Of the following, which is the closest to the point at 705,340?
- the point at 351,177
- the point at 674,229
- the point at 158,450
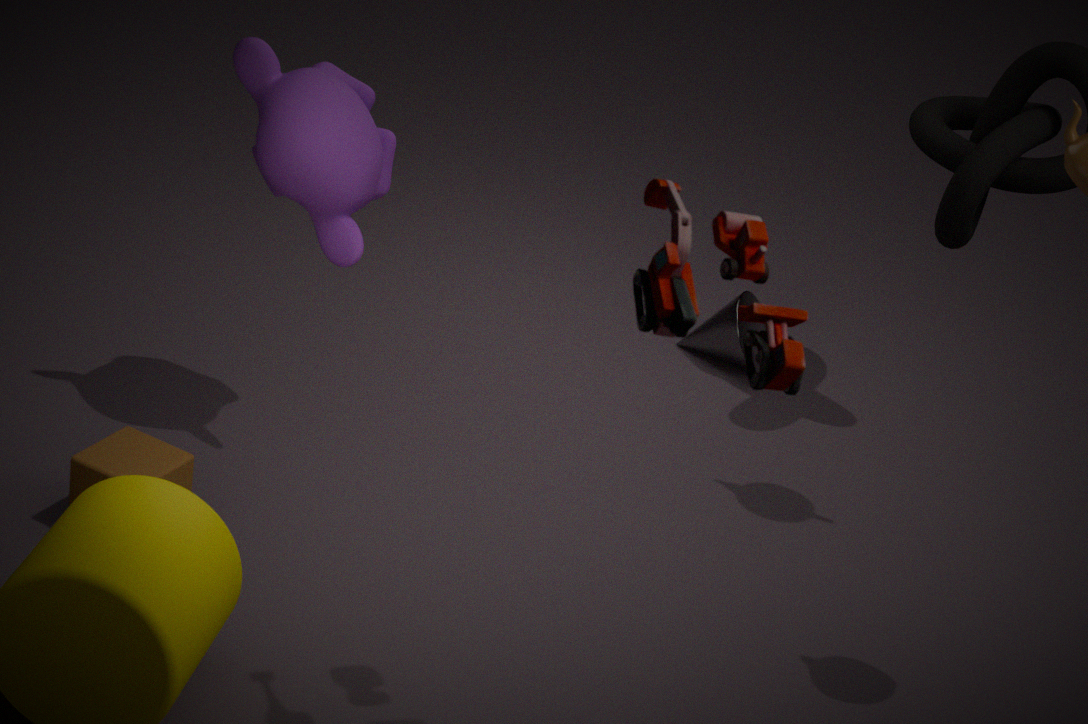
the point at 351,177
